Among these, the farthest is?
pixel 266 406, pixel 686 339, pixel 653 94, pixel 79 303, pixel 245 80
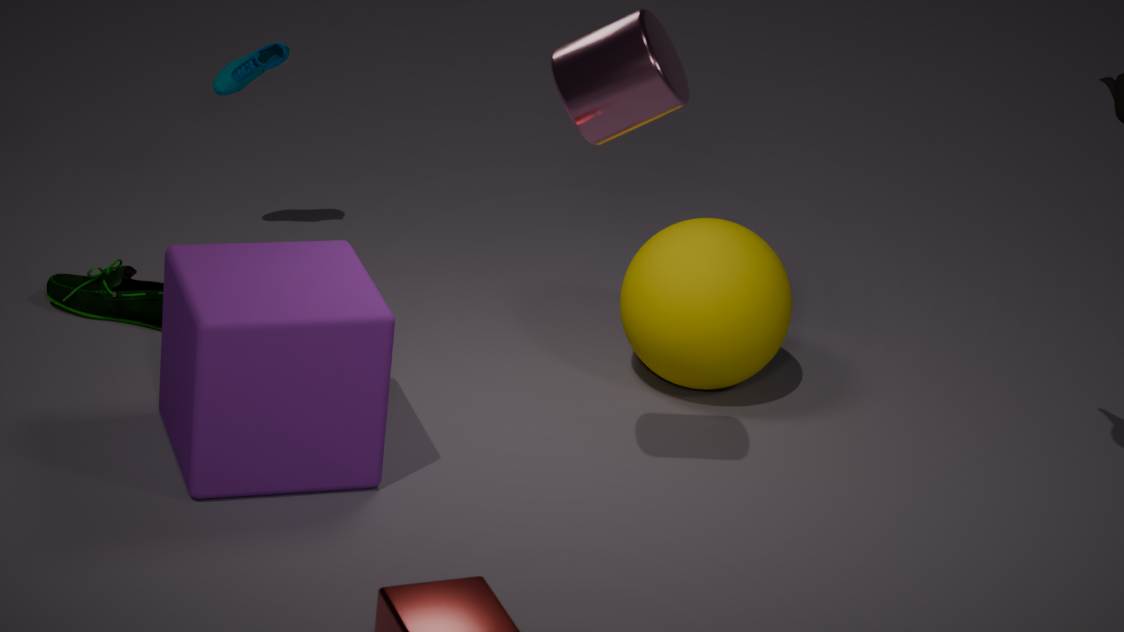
pixel 245 80
